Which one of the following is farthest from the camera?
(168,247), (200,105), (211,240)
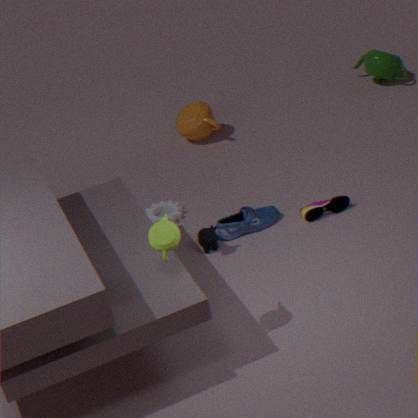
(200,105)
